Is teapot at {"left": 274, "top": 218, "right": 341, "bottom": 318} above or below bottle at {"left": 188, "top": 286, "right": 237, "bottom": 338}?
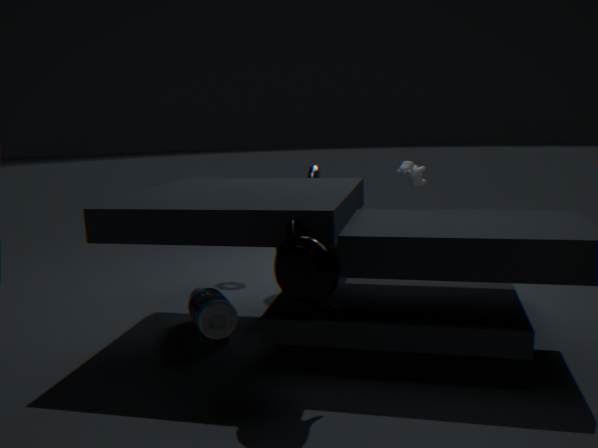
above
